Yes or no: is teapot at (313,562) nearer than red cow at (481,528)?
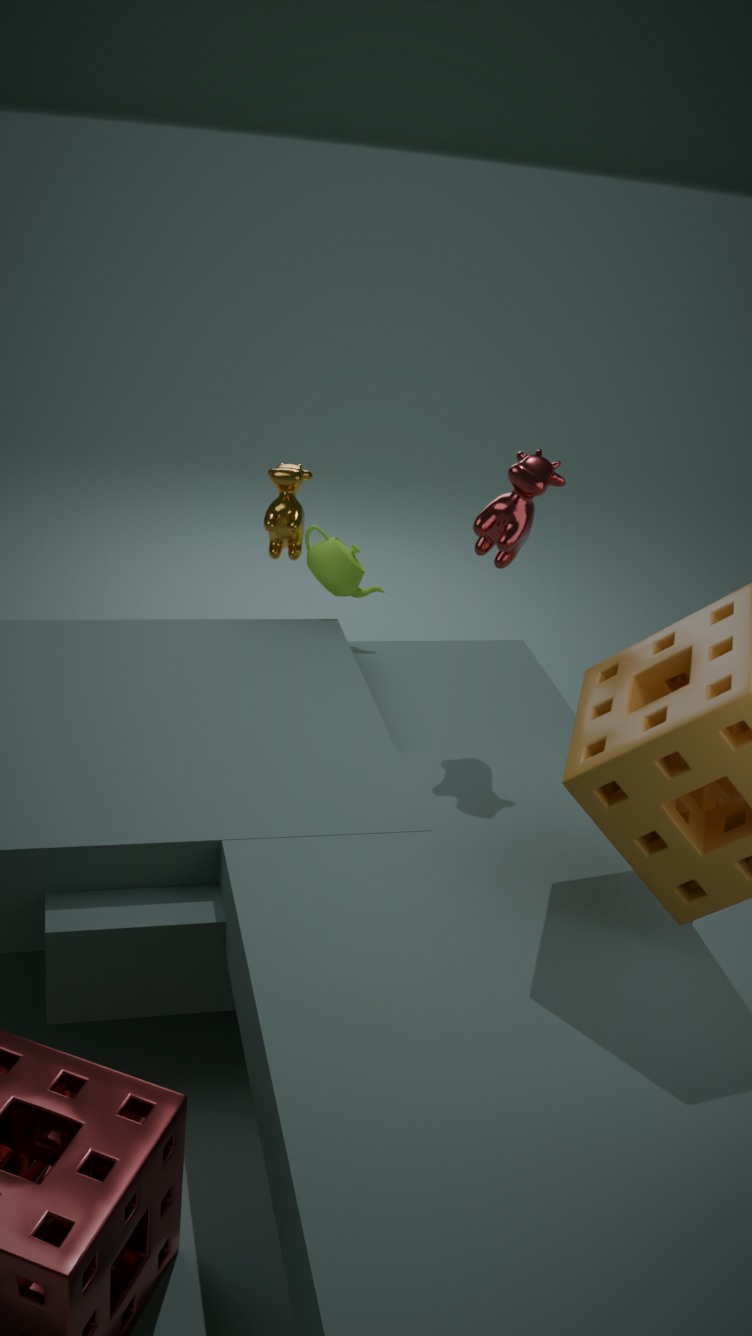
No
